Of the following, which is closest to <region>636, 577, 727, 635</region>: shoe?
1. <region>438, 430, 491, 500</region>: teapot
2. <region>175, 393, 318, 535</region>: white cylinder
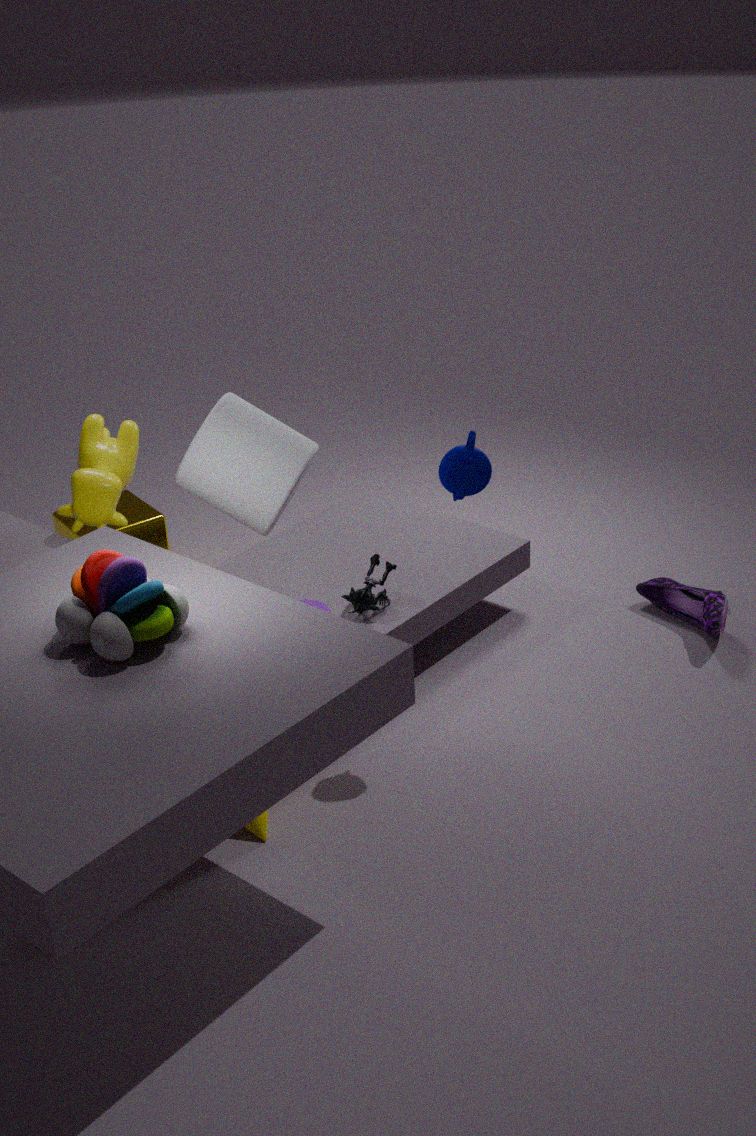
<region>438, 430, 491, 500</region>: teapot
